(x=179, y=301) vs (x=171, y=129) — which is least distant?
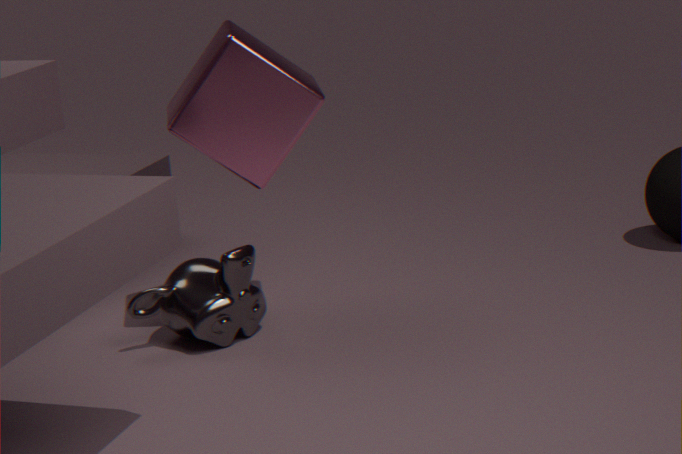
(x=171, y=129)
